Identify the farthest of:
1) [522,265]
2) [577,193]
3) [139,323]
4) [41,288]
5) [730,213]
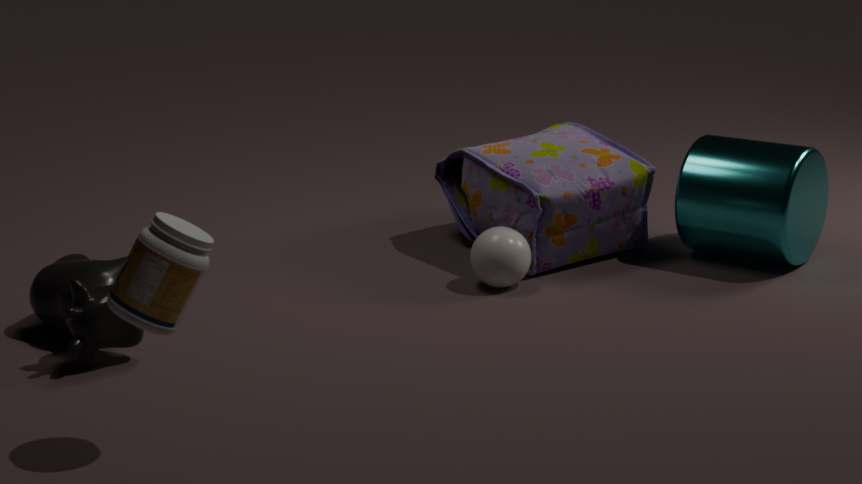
5. [730,213]
